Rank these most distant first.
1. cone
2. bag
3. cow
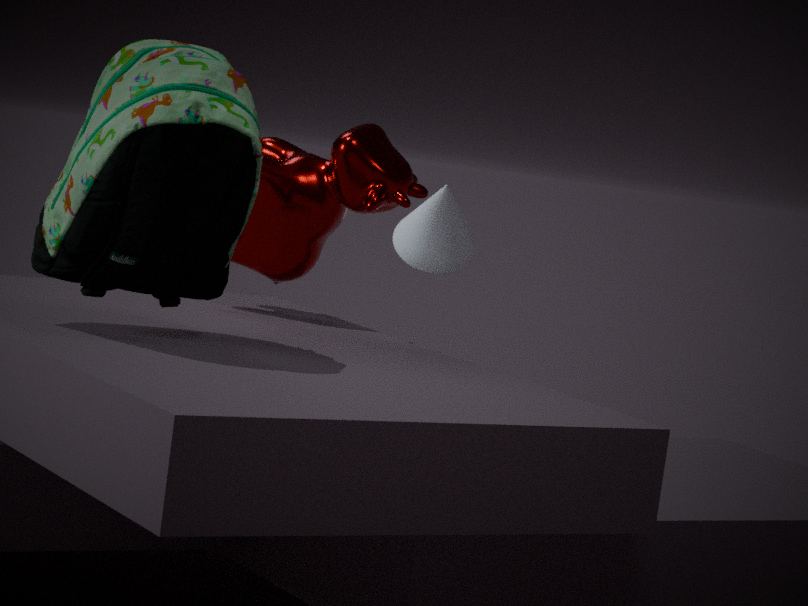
cone → cow → bag
